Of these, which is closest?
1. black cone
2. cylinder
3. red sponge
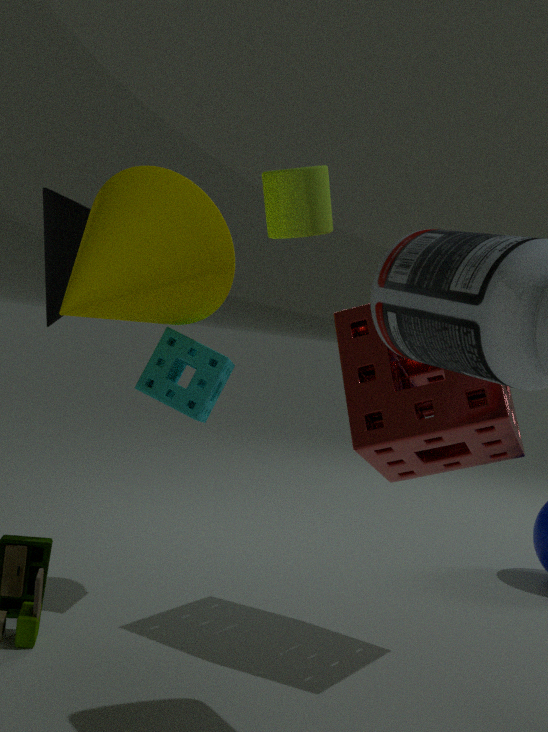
red sponge
